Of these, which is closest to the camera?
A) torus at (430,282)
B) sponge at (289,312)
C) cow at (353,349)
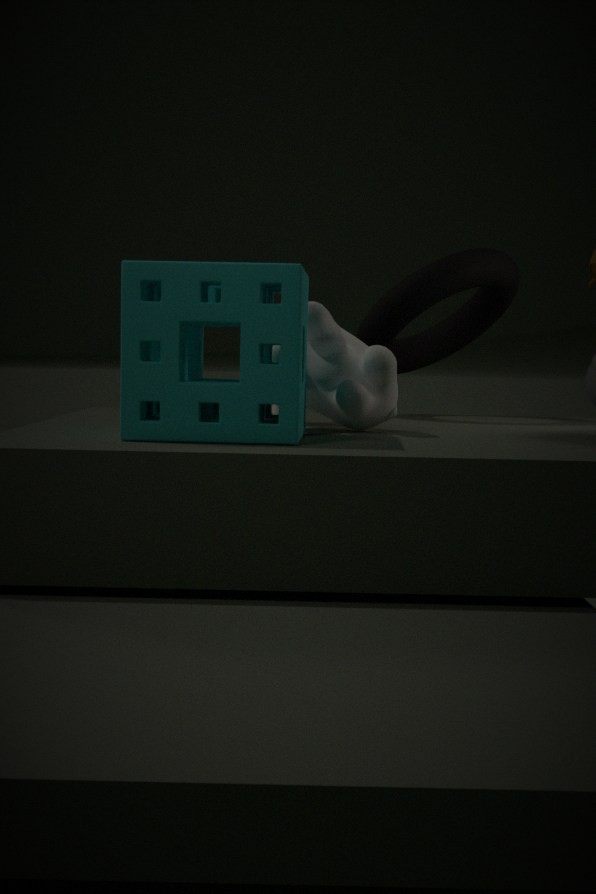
B. sponge at (289,312)
